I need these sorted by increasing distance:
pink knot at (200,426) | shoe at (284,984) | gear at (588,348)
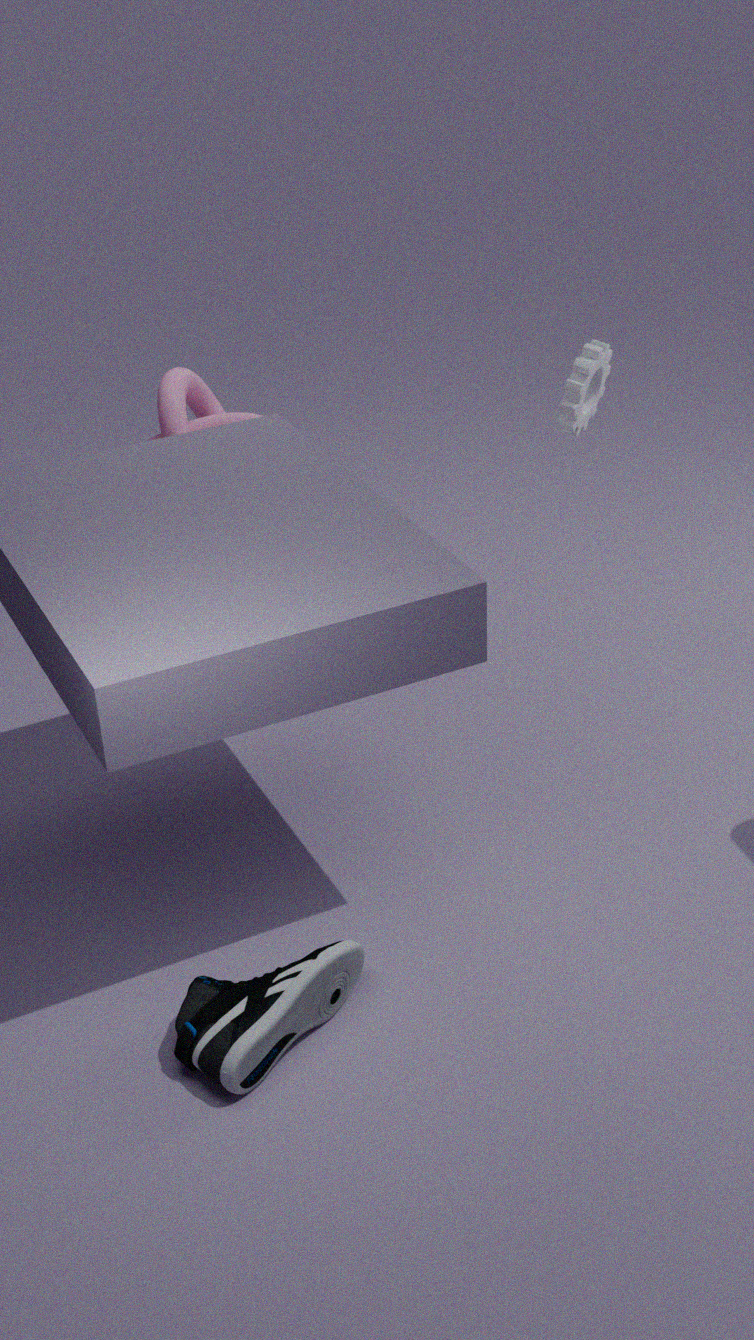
1. shoe at (284,984)
2. gear at (588,348)
3. pink knot at (200,426)
